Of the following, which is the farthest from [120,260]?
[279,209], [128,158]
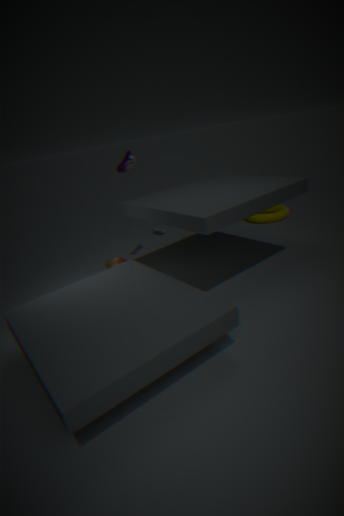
[279,209]
